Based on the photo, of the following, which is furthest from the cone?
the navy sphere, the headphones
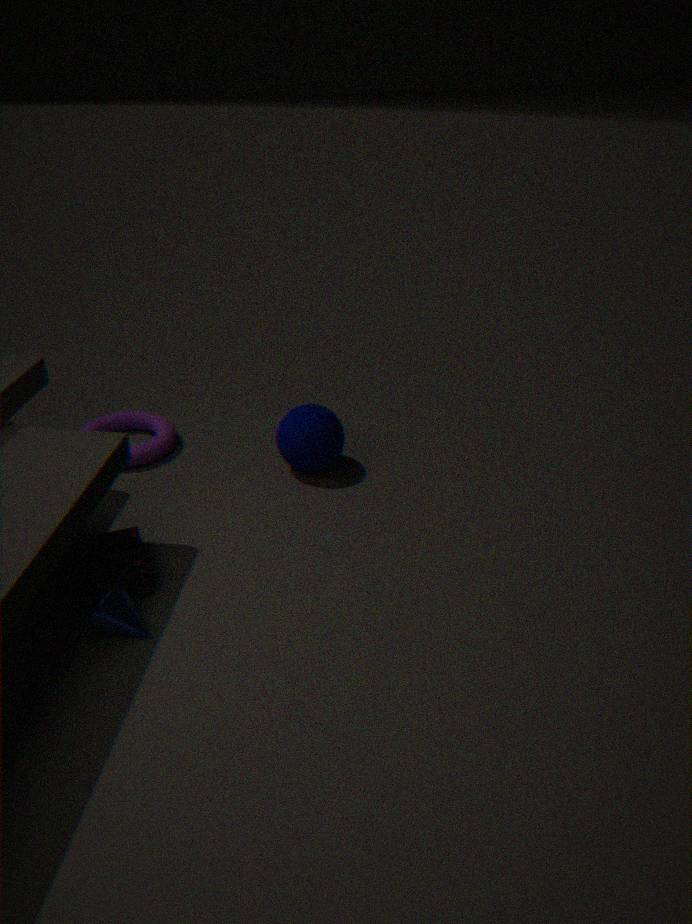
the navy sphere
